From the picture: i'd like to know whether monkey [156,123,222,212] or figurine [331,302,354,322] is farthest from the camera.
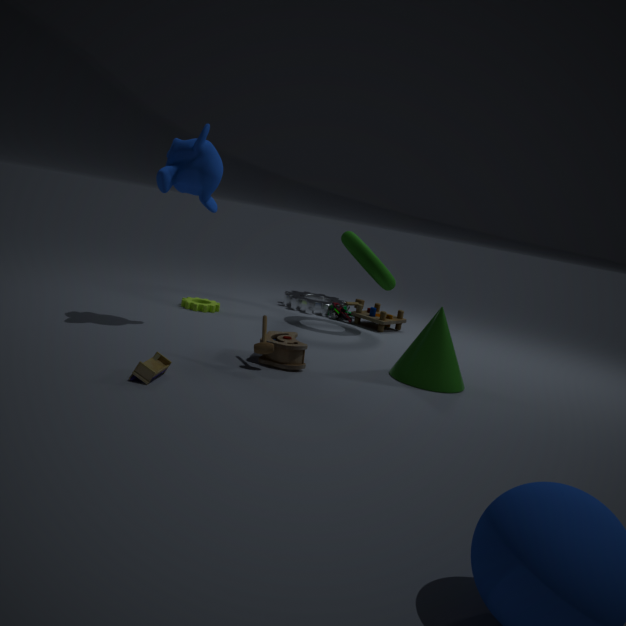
figurine [331,302,354,322]
